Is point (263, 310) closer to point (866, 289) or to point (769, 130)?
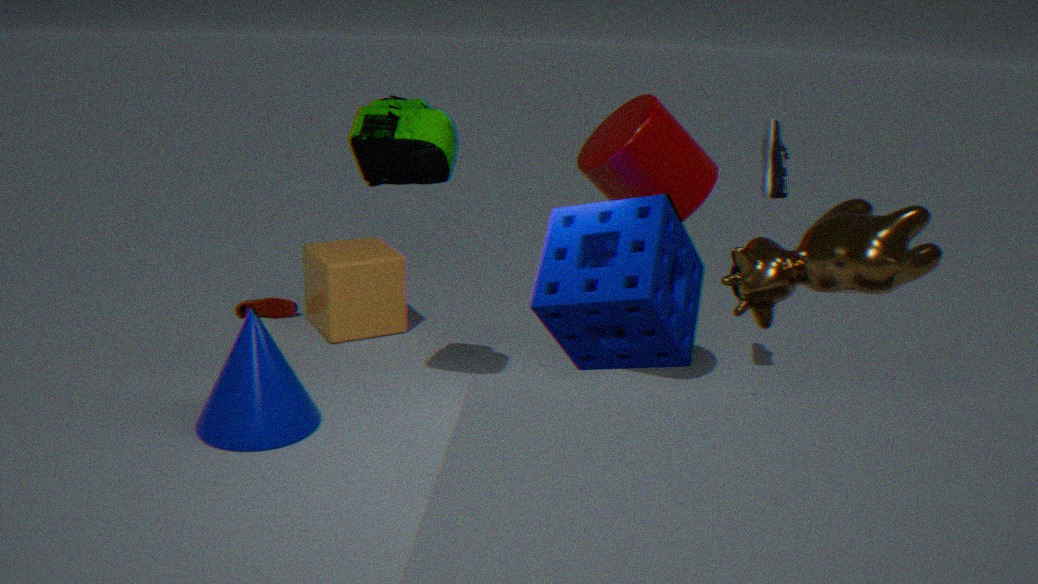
point (769, 130)
